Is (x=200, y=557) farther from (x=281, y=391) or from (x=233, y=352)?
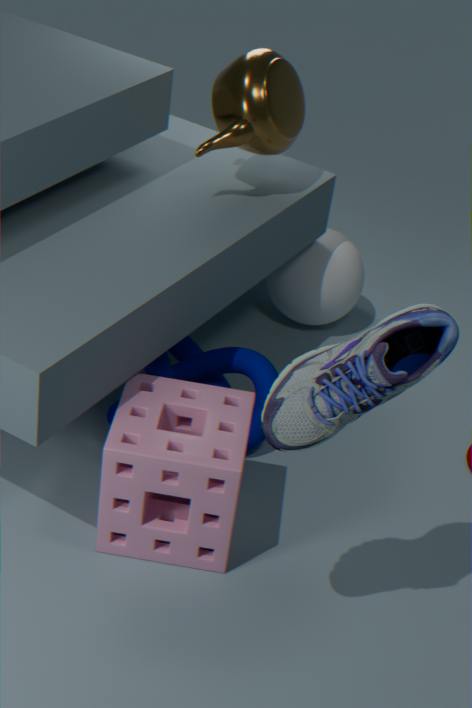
(x=281, y=391)
